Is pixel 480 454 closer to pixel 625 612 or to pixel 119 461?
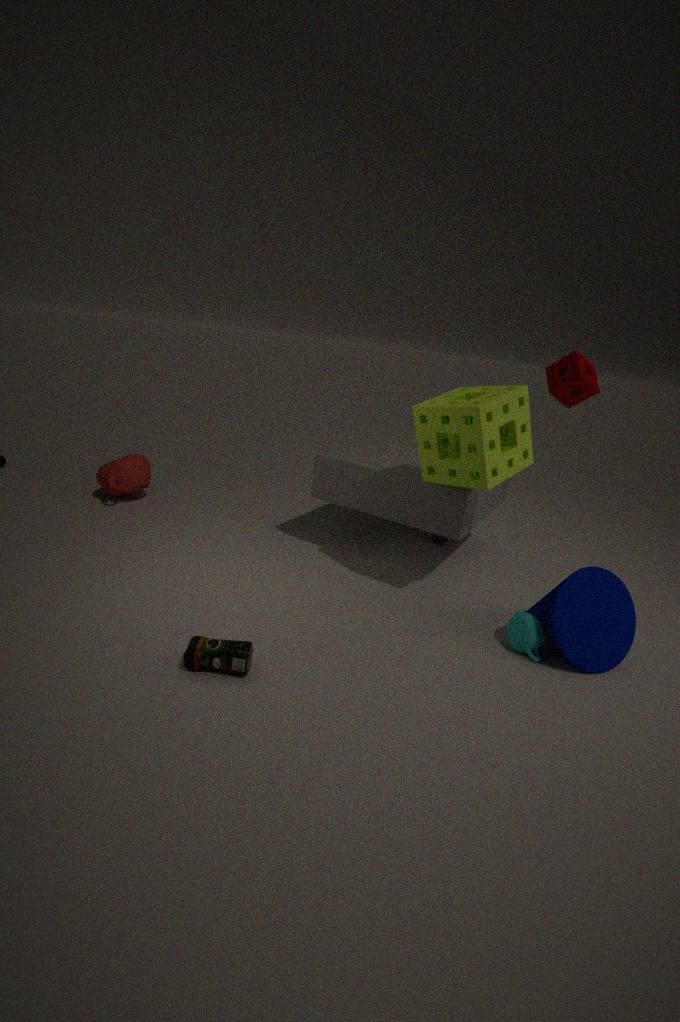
pixel 625 612
